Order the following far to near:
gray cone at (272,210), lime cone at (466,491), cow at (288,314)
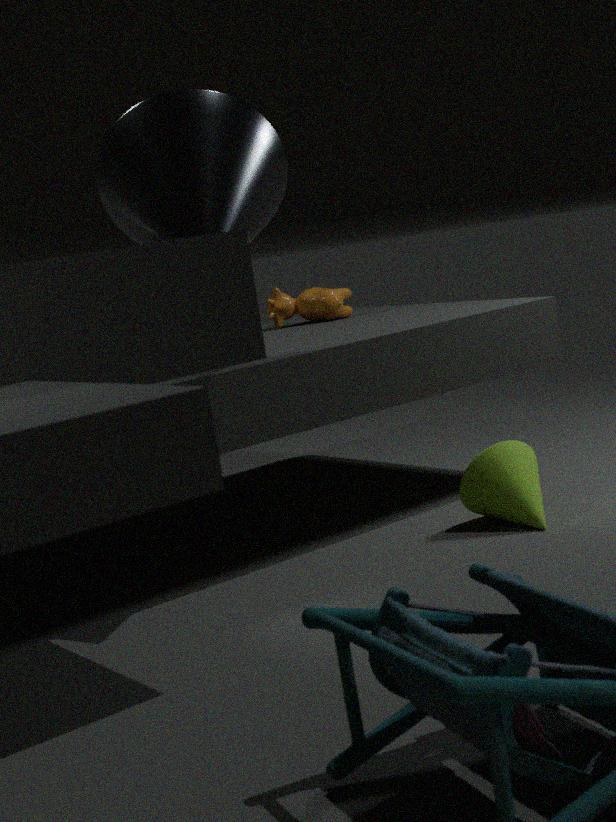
cow at (288,314)
lime cone at (466,491)
gray cone at (272,210)
